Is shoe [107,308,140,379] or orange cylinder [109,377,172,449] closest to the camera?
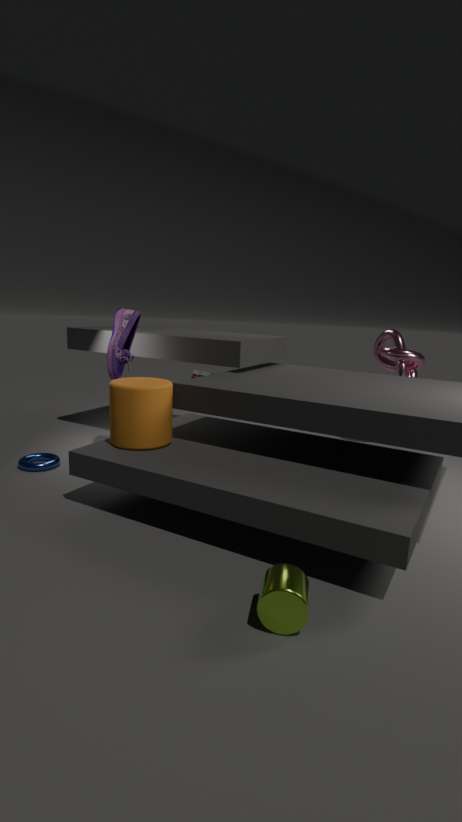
orange cylinder [109,377,172,449]
